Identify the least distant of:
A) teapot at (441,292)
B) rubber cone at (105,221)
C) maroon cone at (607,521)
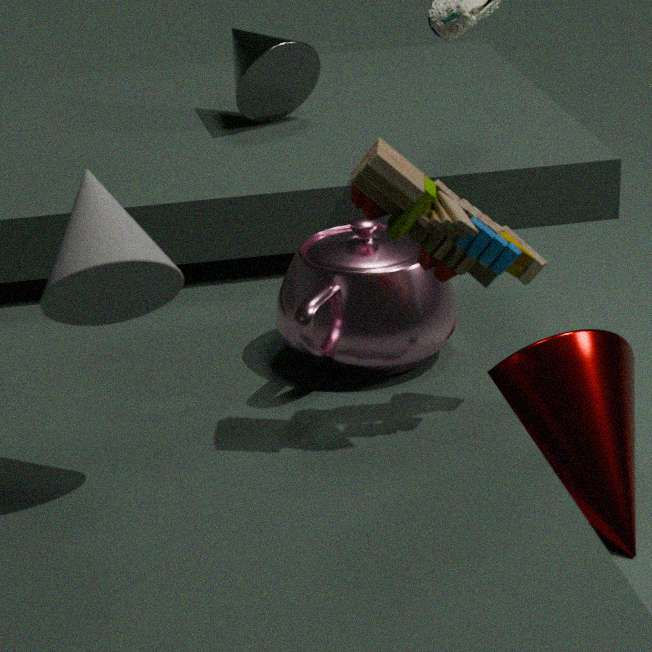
rubber cone at (105,221)
